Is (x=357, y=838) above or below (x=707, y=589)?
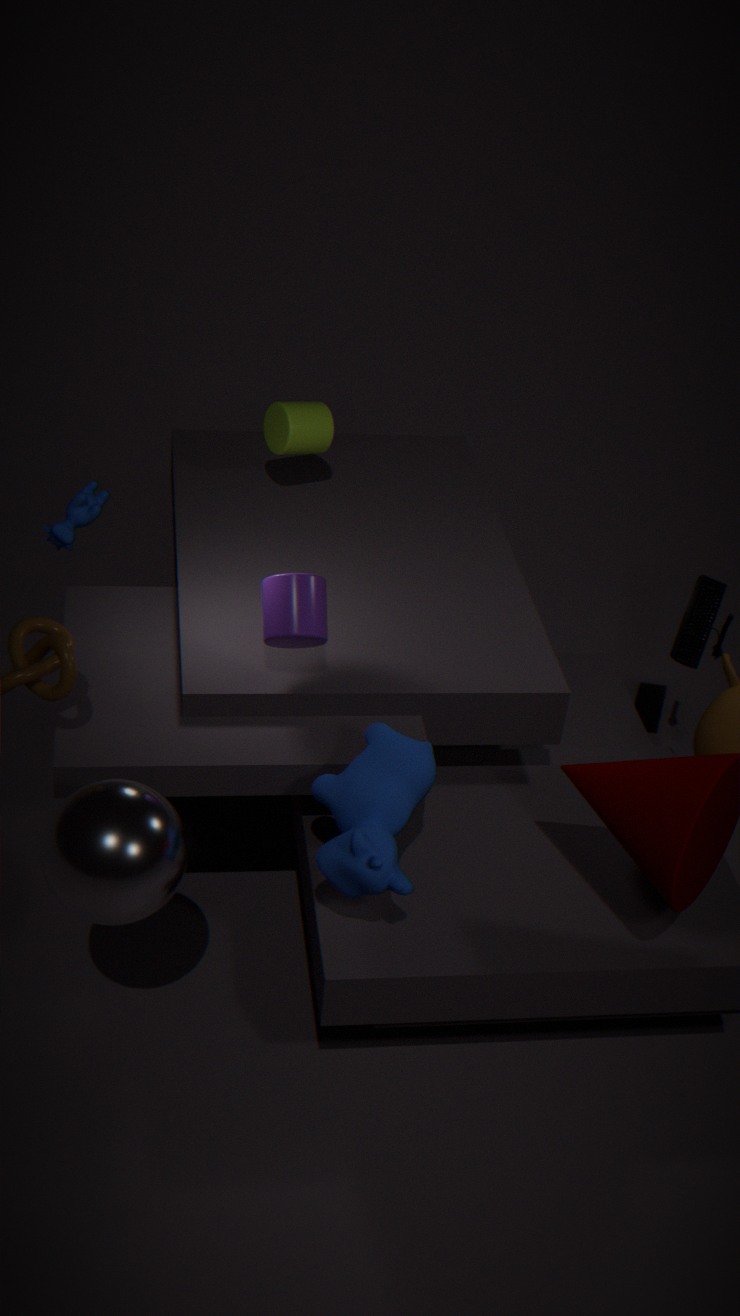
above
